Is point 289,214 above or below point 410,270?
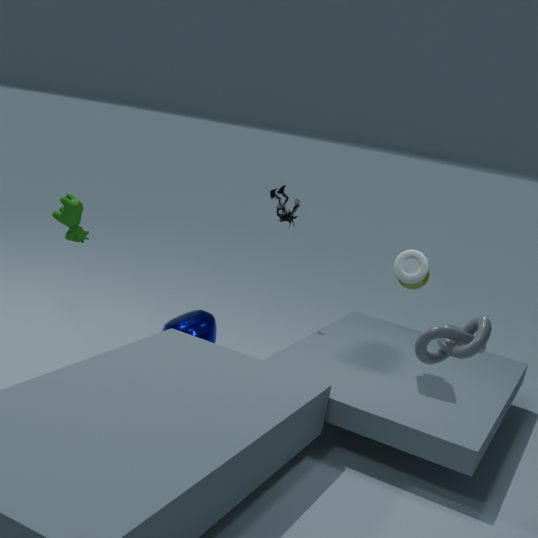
above
